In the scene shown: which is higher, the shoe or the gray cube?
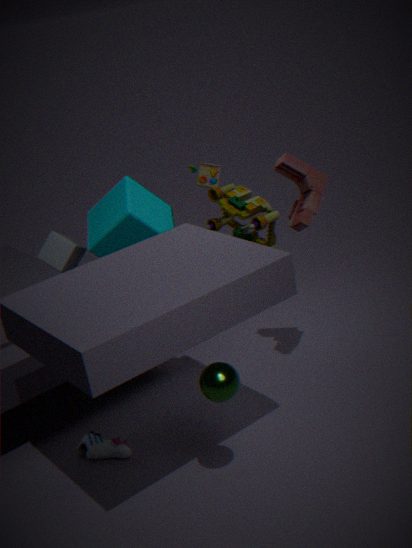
the gray cube
